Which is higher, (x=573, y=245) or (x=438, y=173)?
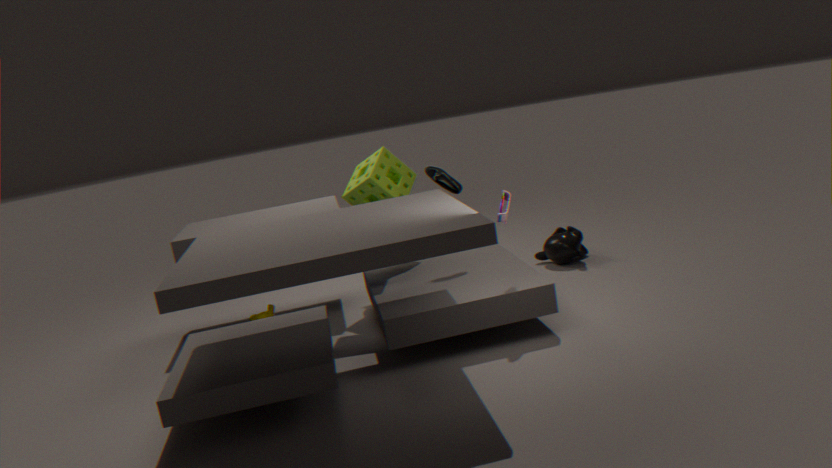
(x=438, y=173)
